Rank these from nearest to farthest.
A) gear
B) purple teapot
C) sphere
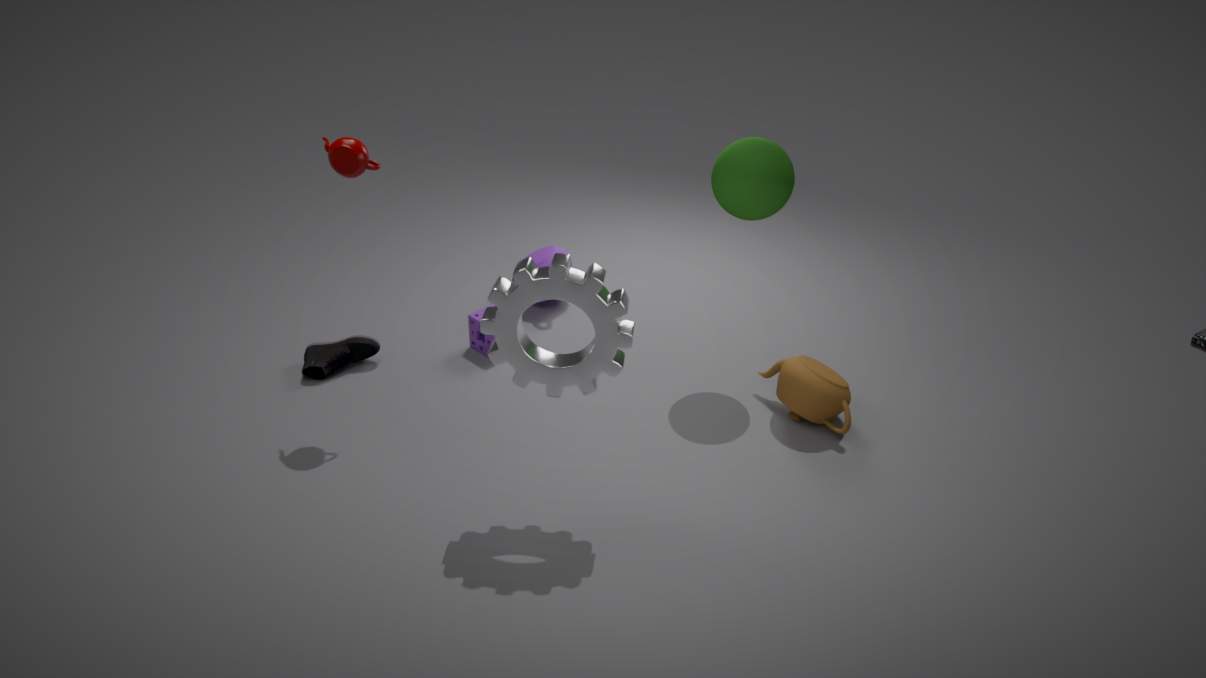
gear, sphere, purple teapot
